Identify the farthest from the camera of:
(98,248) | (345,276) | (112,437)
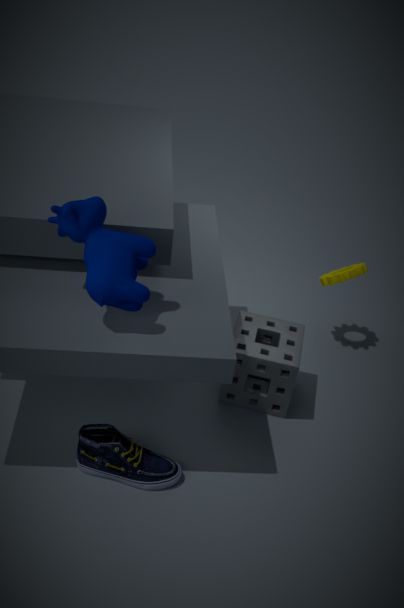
(345,276)
